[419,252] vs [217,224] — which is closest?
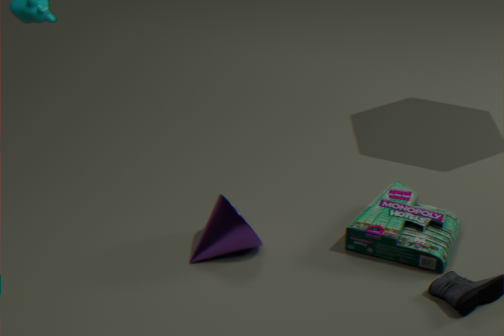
[419,252]
